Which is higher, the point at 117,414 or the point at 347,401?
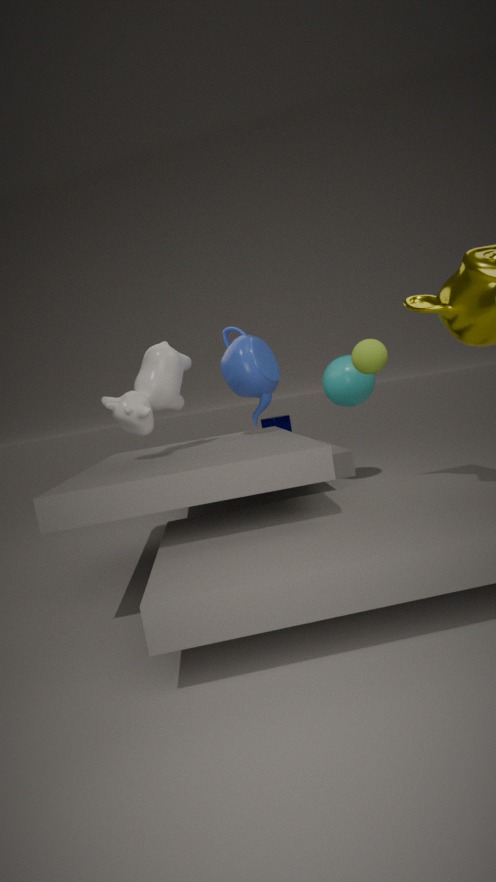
the point at 117,414
